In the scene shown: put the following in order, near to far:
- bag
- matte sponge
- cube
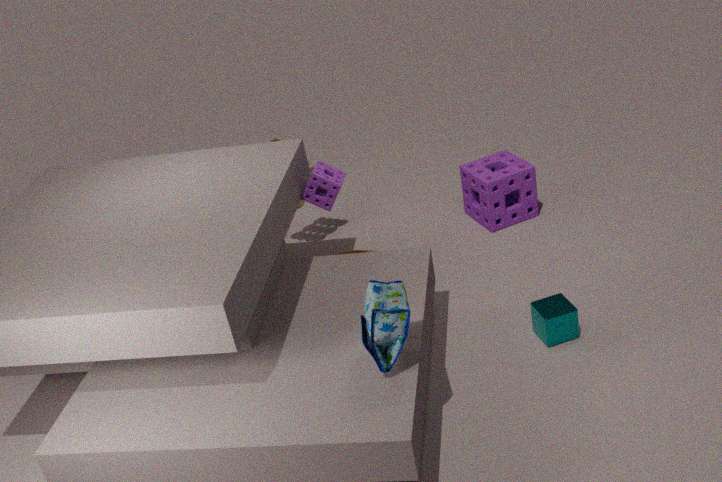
bag, cube, matte sponge
